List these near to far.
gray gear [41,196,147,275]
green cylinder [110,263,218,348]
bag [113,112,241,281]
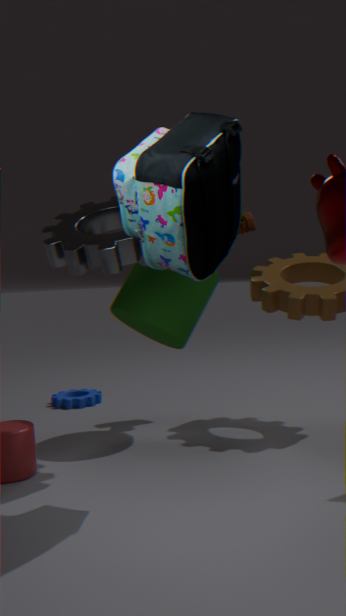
bag [113,112,241,281] < gray gear [41,196,147,275] < green cylinder [110,263,218,348]
